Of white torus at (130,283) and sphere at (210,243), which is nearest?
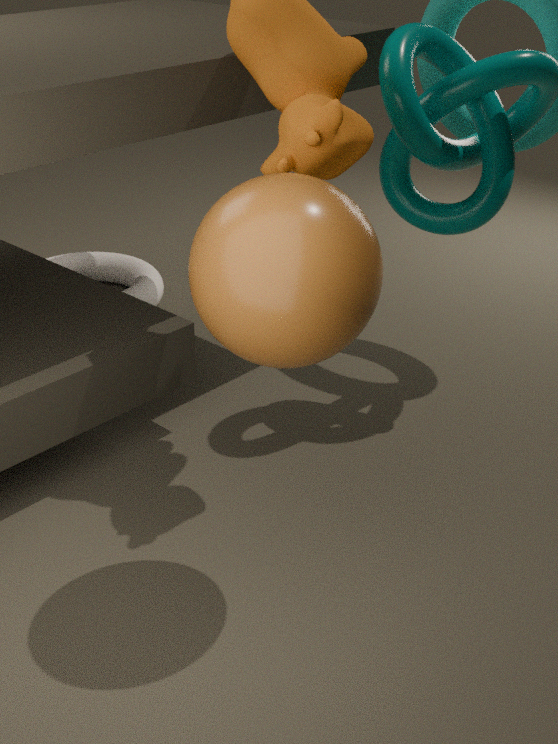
sphere at (210,243)
